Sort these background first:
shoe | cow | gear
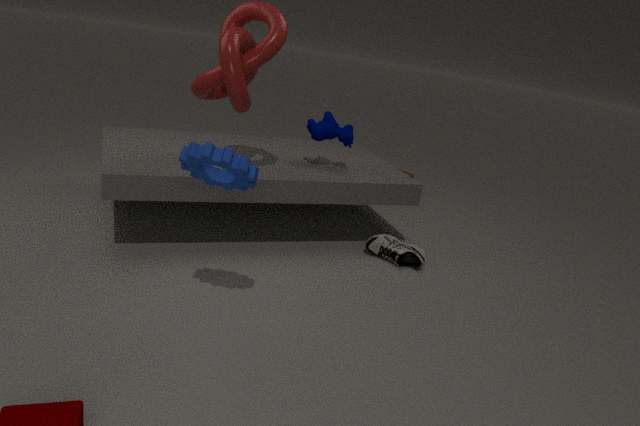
cow < shoe < gear
